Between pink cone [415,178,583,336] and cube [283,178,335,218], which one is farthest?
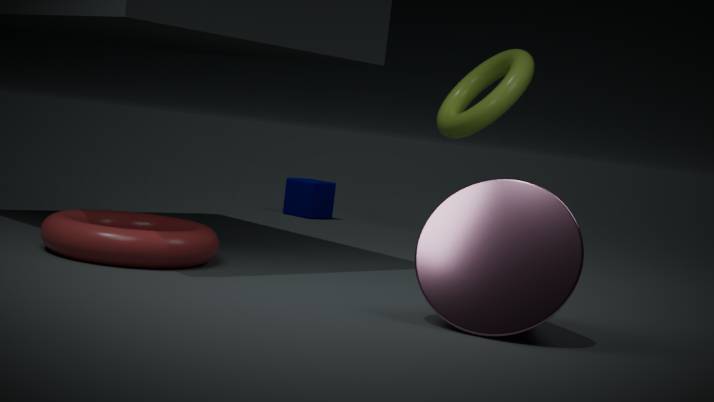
cube [283,178,335,218]
